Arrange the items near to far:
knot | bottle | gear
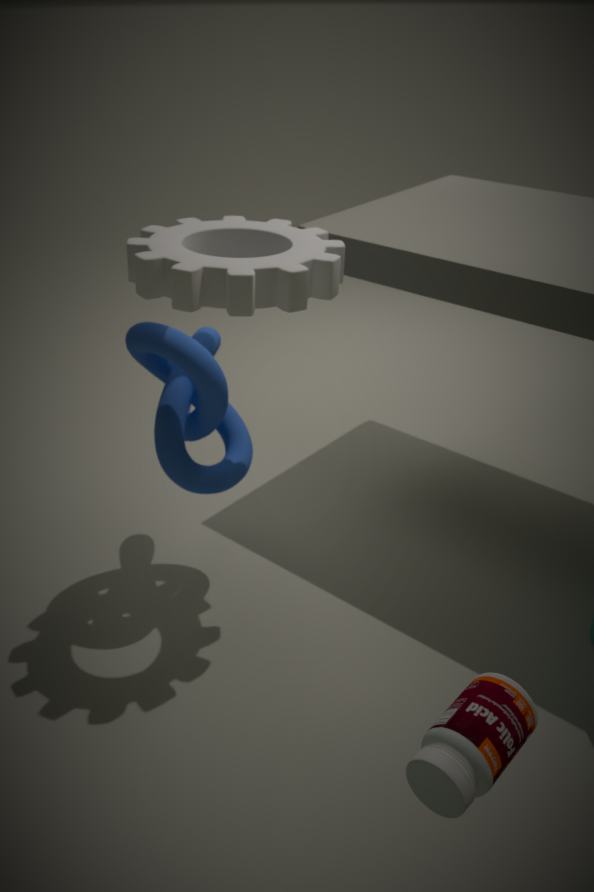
bottle, gear, knot
